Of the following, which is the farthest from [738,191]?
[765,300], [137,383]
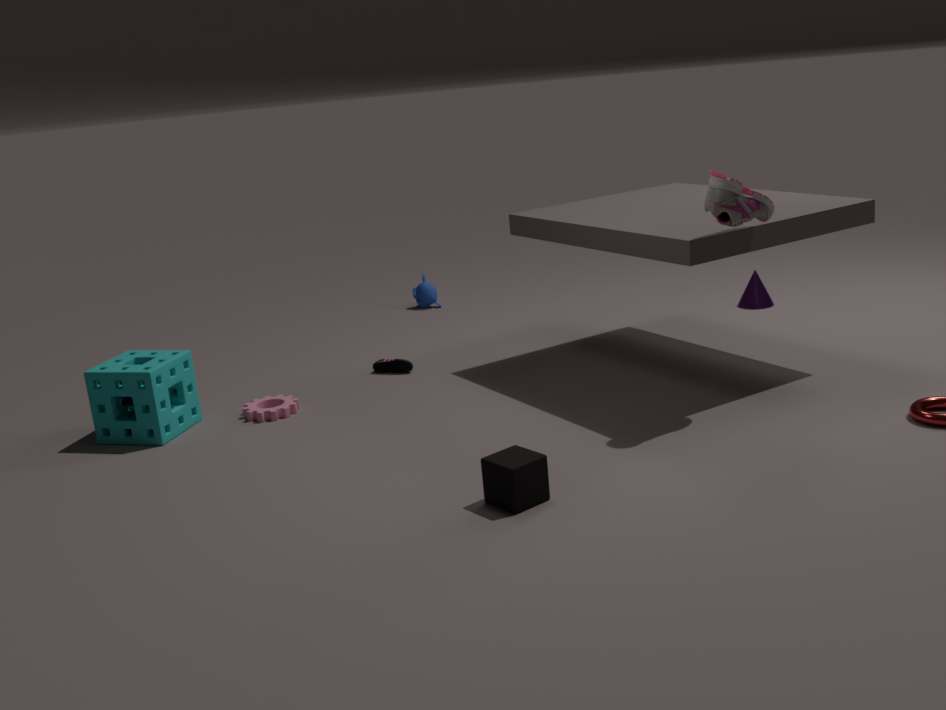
[137,383]
